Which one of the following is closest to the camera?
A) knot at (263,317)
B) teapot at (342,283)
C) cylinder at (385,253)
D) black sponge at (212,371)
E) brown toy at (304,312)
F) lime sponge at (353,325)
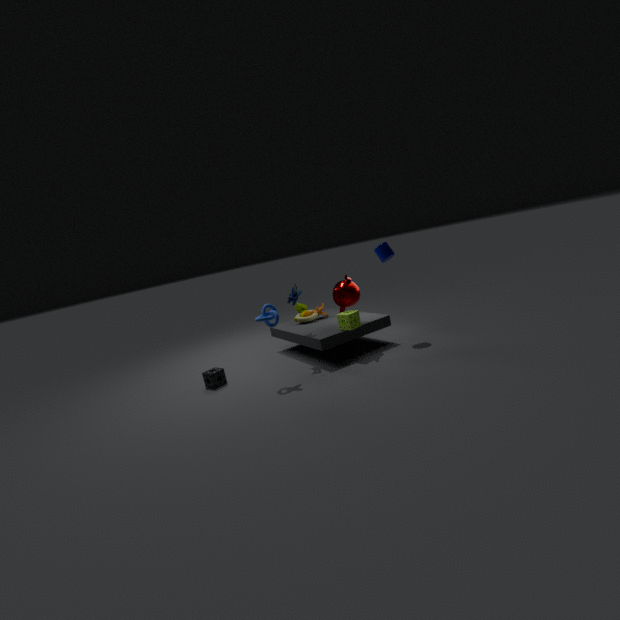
knot at (263,317)
